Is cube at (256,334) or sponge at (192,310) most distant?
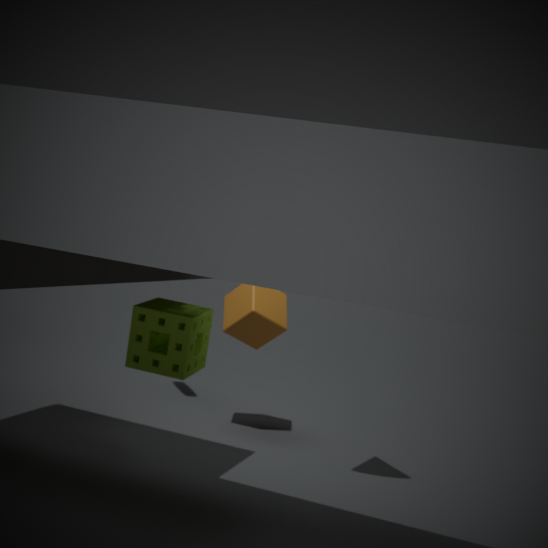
cube at (256,334)
